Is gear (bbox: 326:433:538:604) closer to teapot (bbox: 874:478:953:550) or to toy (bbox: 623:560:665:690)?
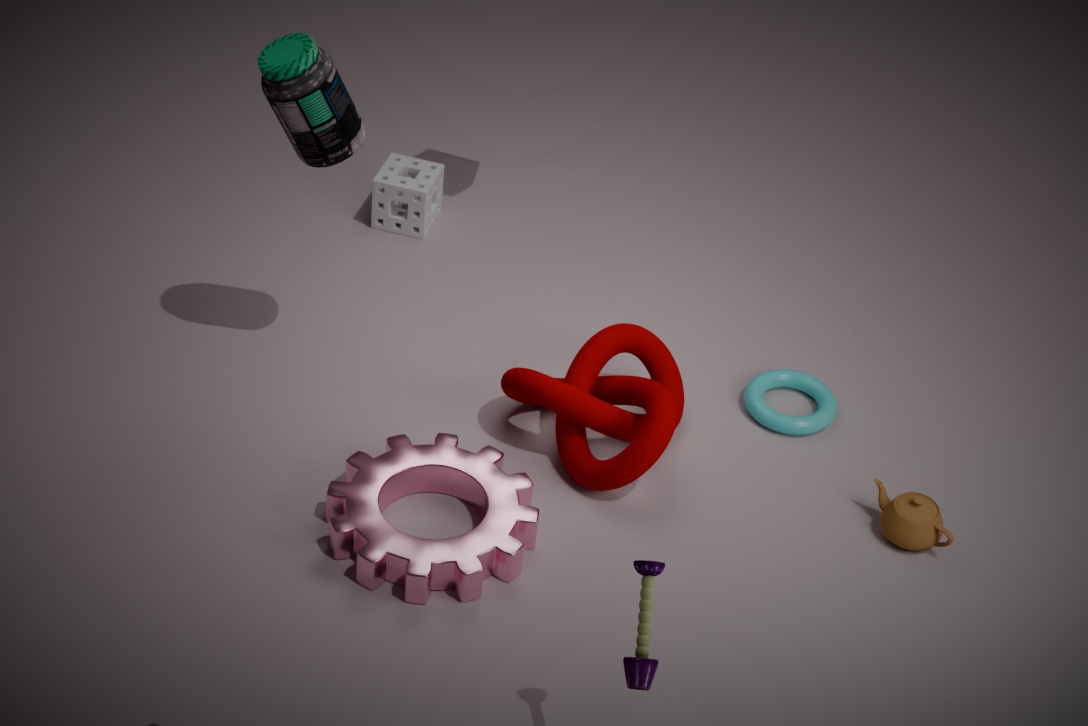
toy (bbox: 623:560:665:690)
